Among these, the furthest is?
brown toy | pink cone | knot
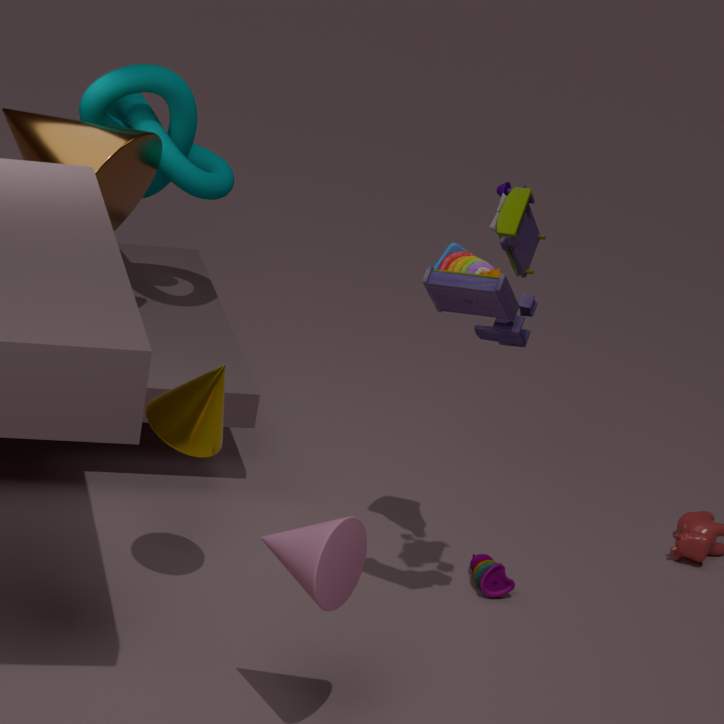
knot
